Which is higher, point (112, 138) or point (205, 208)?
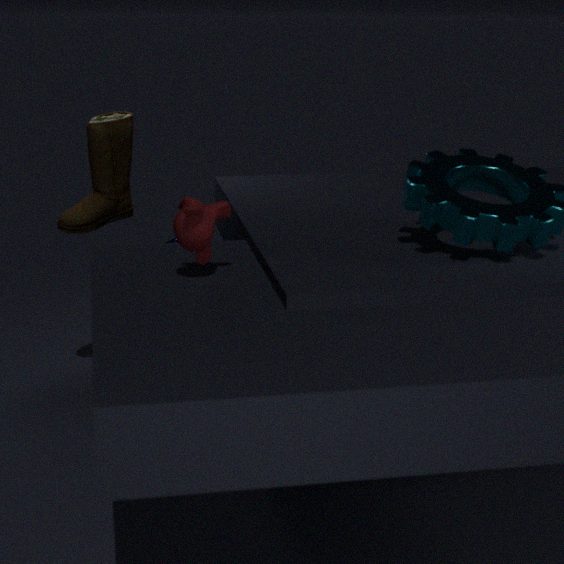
point (205, 208)
